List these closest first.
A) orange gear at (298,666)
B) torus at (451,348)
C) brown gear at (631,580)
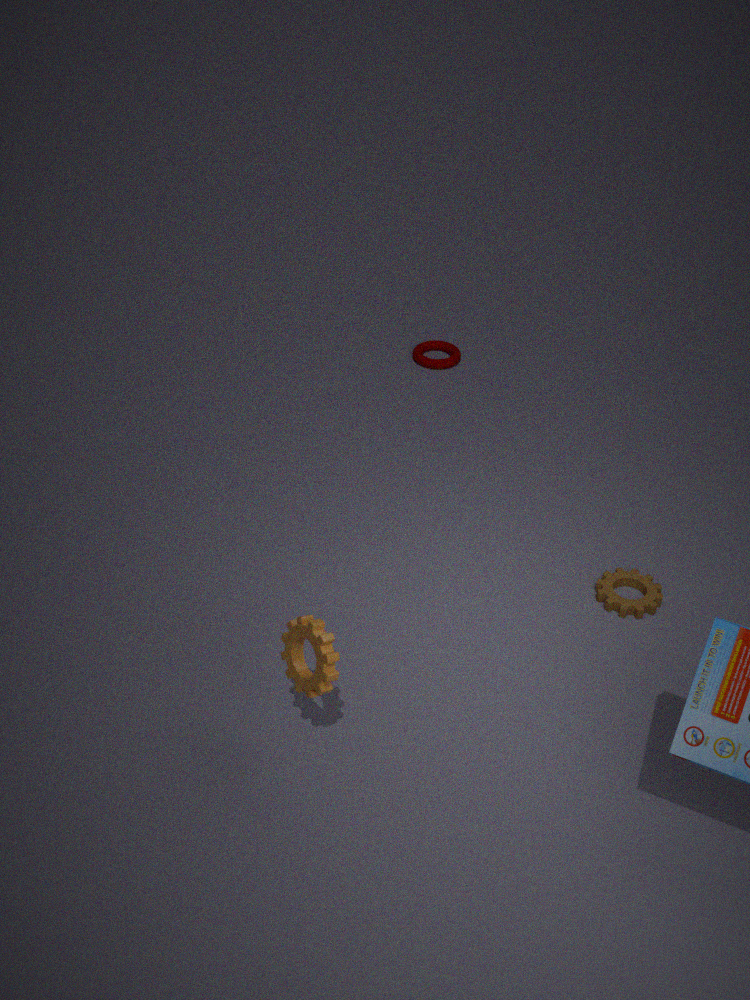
orange gear at (298,666) → brown gear at (631,580) → torus at (451,348)
